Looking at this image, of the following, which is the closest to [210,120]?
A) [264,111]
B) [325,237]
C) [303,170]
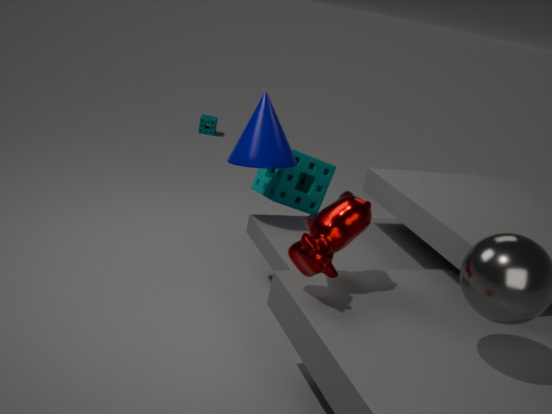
[303,170]
